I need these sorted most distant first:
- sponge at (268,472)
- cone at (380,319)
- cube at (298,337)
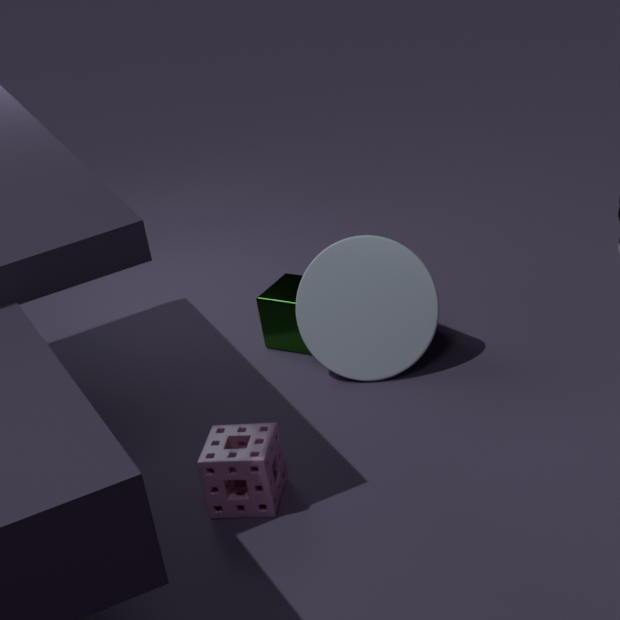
cube at (298,337), cone at (380,319), sponge at (268,472)
